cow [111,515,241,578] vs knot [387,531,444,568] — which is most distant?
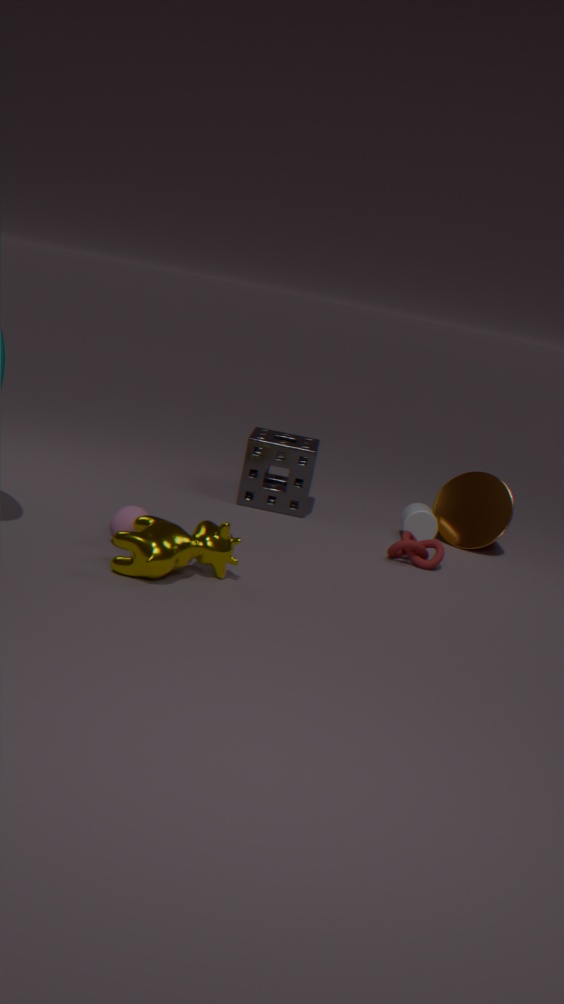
knot [387,531,444,568]
